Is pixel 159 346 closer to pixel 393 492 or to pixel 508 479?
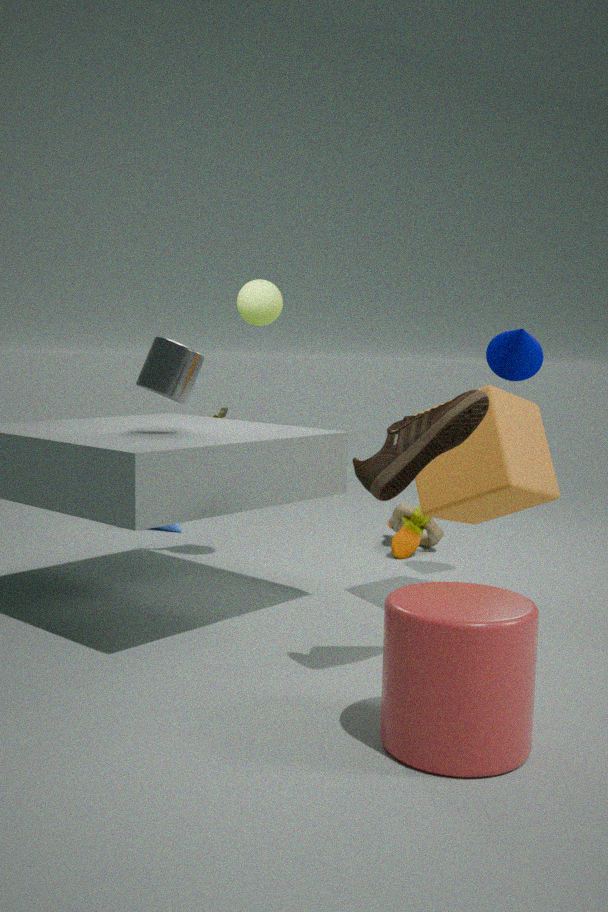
pixel 393 492
